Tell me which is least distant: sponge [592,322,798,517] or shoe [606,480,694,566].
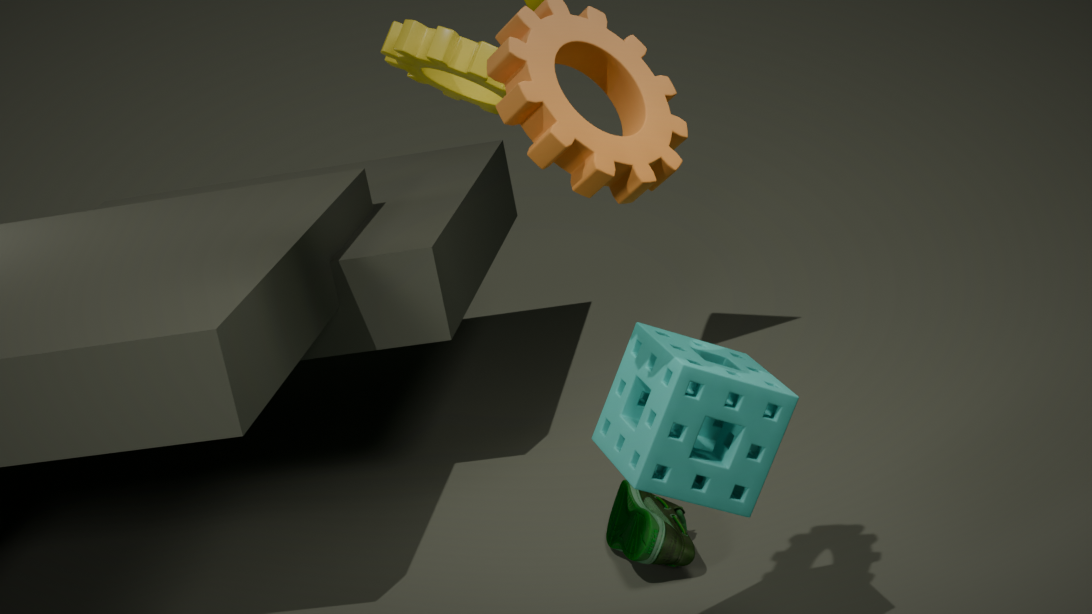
sponge [592,322,798,517]
